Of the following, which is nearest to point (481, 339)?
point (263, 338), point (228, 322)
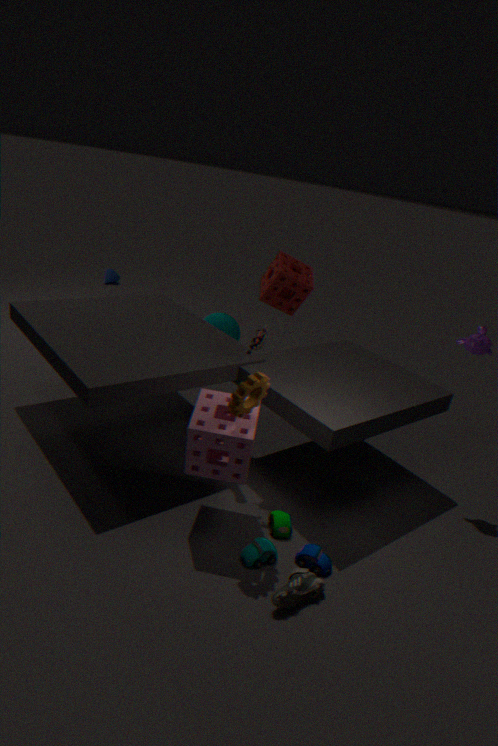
point (263, 338)
